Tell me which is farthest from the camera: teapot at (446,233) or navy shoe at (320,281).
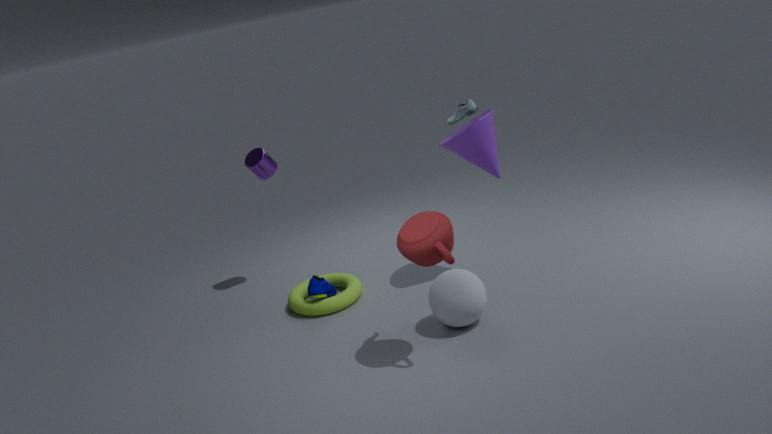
navy shoe at (320,281)
